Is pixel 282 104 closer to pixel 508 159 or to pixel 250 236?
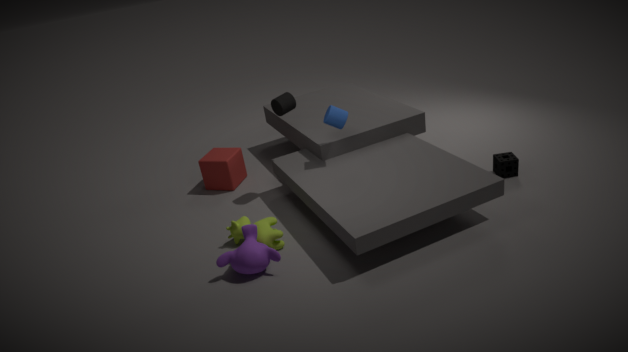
pixel 250 236
